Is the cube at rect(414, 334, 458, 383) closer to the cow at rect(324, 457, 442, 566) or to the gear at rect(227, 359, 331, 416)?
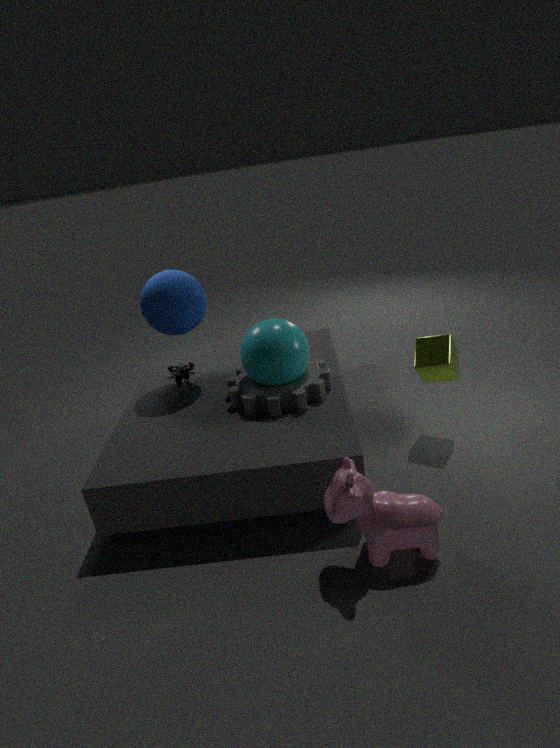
the gear at rect(227, 359, 331, 416)
